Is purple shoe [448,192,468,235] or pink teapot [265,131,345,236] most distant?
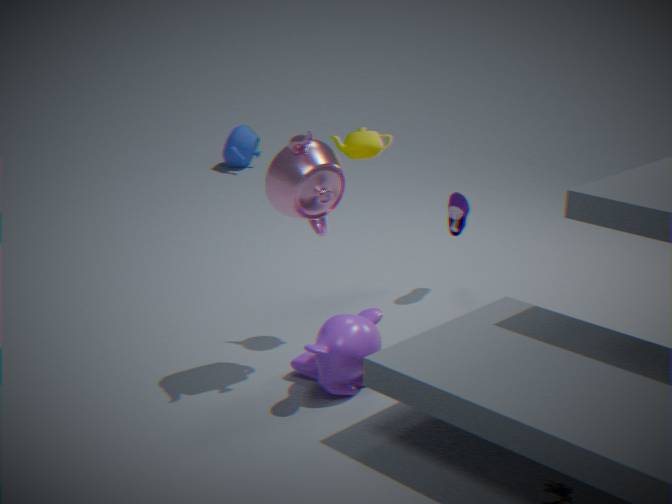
purple shoe [448,192,468,235]
